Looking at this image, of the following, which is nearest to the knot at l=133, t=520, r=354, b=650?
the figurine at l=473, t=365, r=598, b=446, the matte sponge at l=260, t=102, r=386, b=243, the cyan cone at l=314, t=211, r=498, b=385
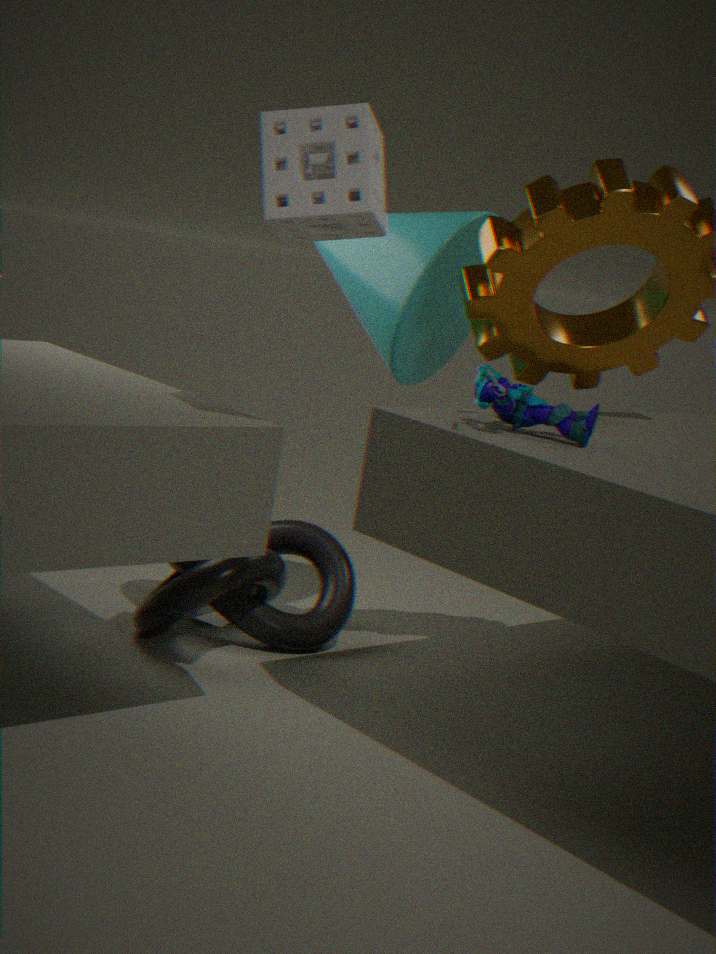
the cyan cone at l=314, t=211, r=498, b=385
